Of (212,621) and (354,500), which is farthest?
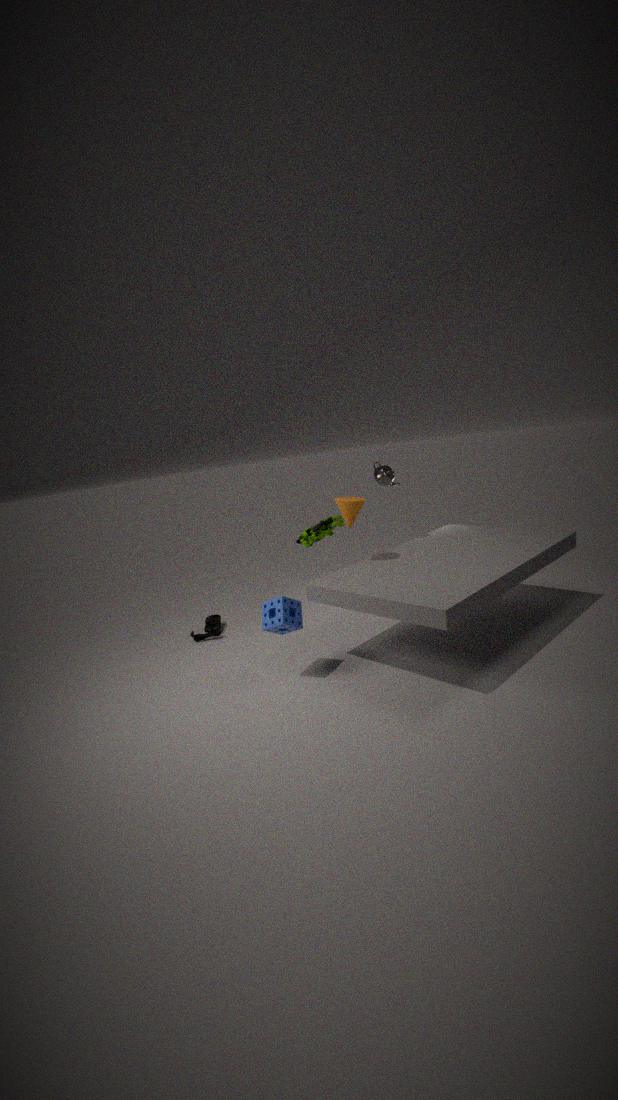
(212,621)
